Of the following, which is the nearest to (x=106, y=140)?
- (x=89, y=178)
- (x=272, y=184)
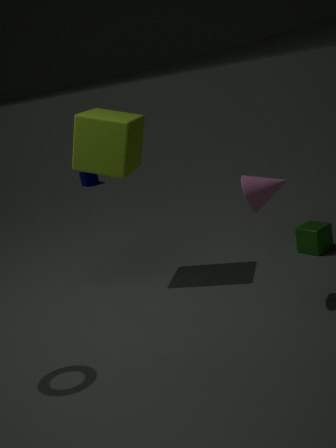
(x=272, y=184)
